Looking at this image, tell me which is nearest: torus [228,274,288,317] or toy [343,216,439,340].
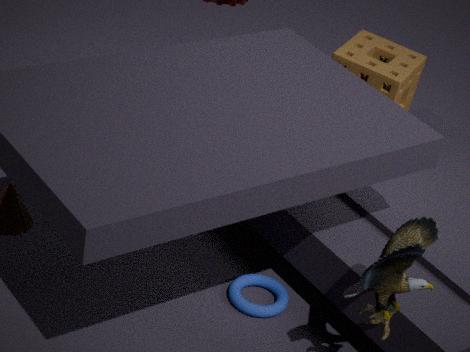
toy [343,216,439,340]
